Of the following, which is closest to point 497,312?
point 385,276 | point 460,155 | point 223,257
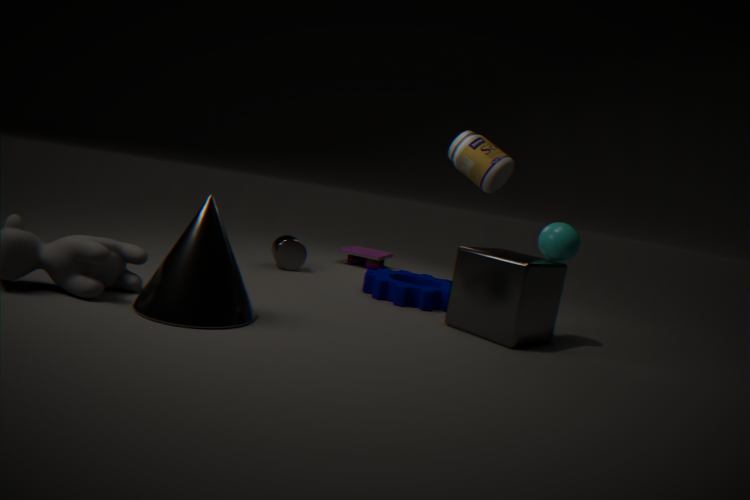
point 385,276
